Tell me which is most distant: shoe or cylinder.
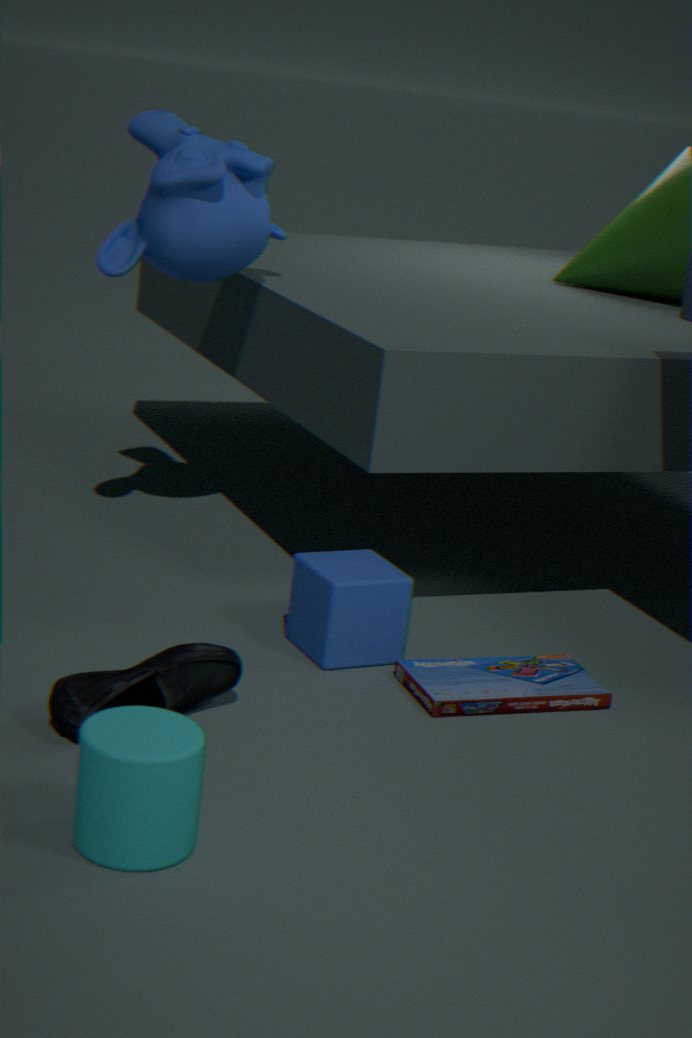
shoe
